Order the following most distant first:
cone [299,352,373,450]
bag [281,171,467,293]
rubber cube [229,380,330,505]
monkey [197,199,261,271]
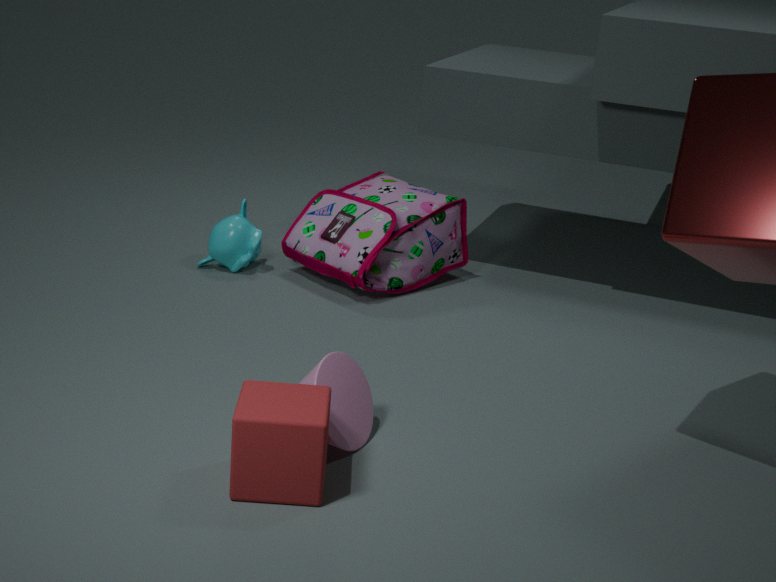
monkey [197,199,261,271] < bag [281,171,467,293] < cone [299,352,373,450] < rubber cube [229,380,330,505]
